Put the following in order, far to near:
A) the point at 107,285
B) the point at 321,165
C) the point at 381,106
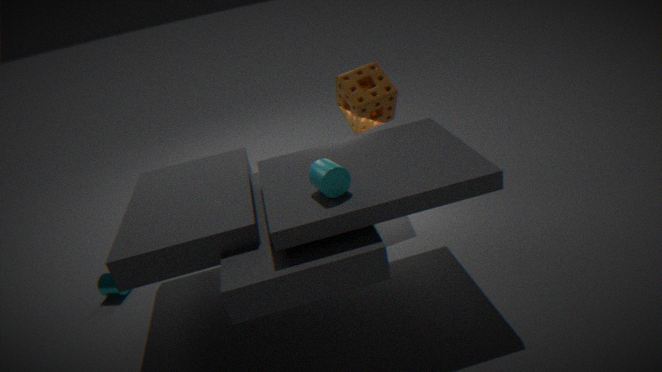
the point at 381,106 → the point at 107,285 → the point at 321,165
